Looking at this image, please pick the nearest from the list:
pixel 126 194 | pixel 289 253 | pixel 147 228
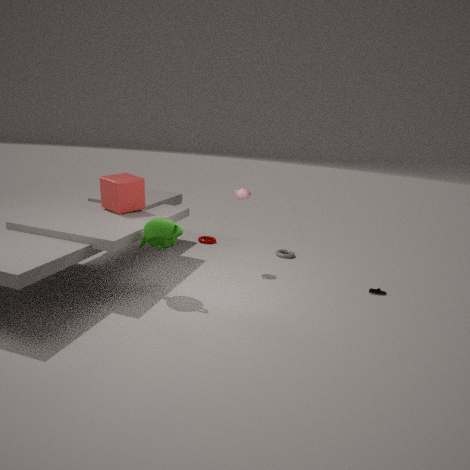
pixel 147 228
